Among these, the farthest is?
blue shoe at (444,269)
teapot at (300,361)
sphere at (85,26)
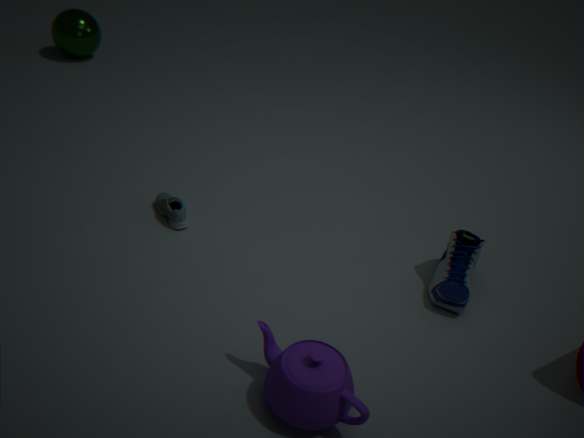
sphere at (85,26)
